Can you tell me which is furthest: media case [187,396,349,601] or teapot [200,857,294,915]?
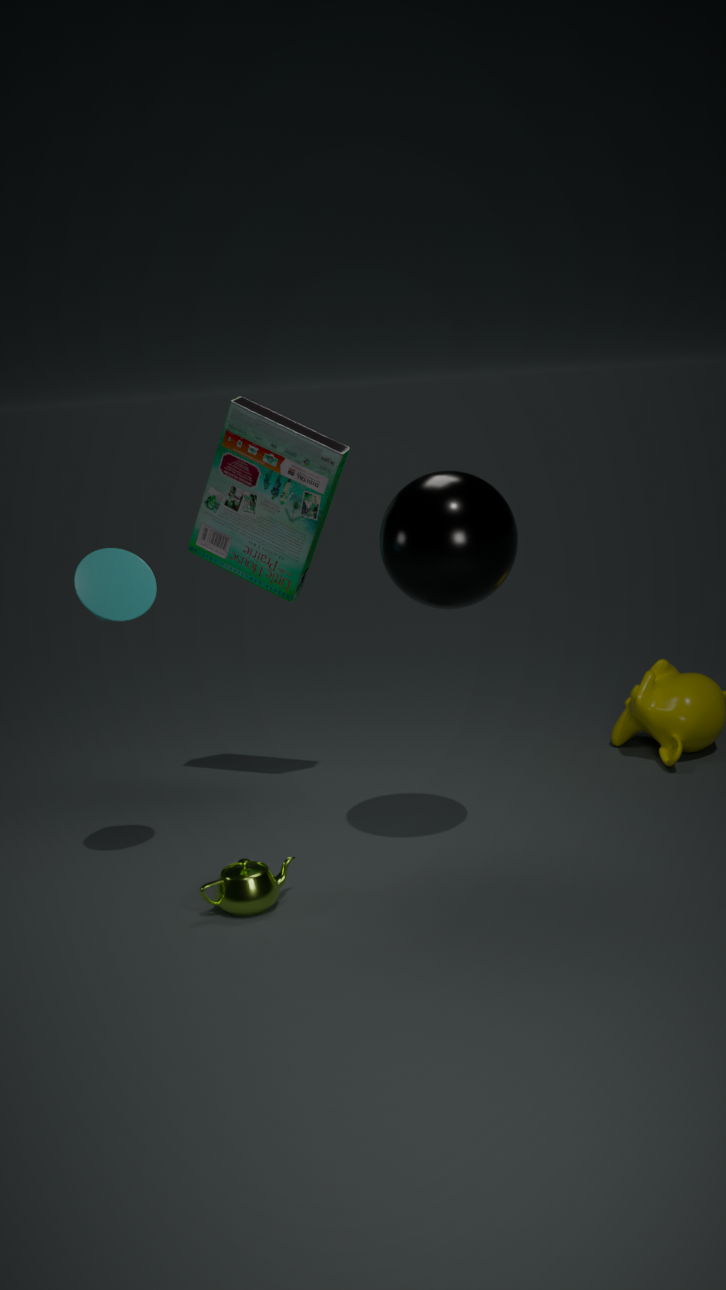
media case [187,396,349,601]
